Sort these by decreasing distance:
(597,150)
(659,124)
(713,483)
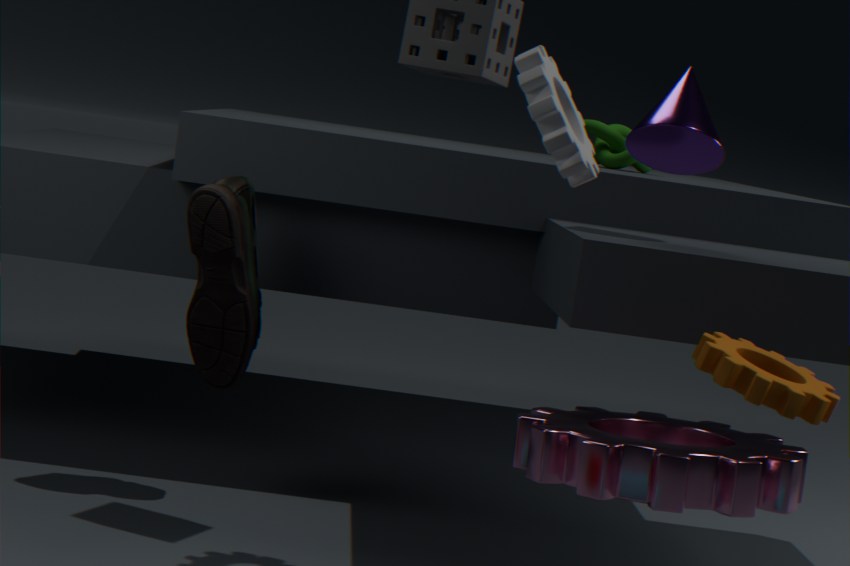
1. (597,150)
2. (659,124)
3. (713,483)
